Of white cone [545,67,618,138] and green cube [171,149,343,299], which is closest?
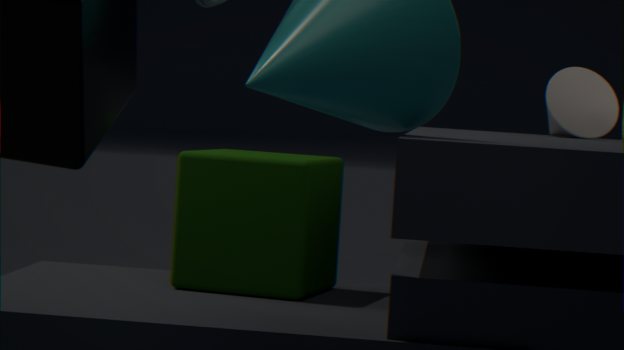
green cube [171,149,343,299]
